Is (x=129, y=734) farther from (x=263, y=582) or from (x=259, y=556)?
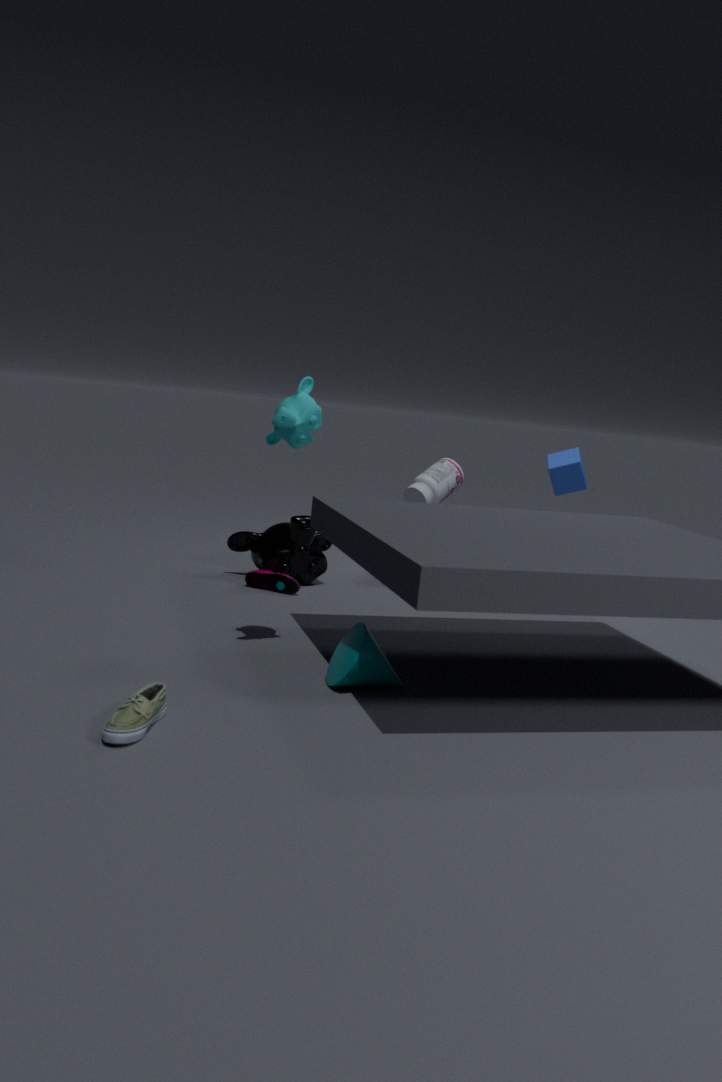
(x=259, y=556)
